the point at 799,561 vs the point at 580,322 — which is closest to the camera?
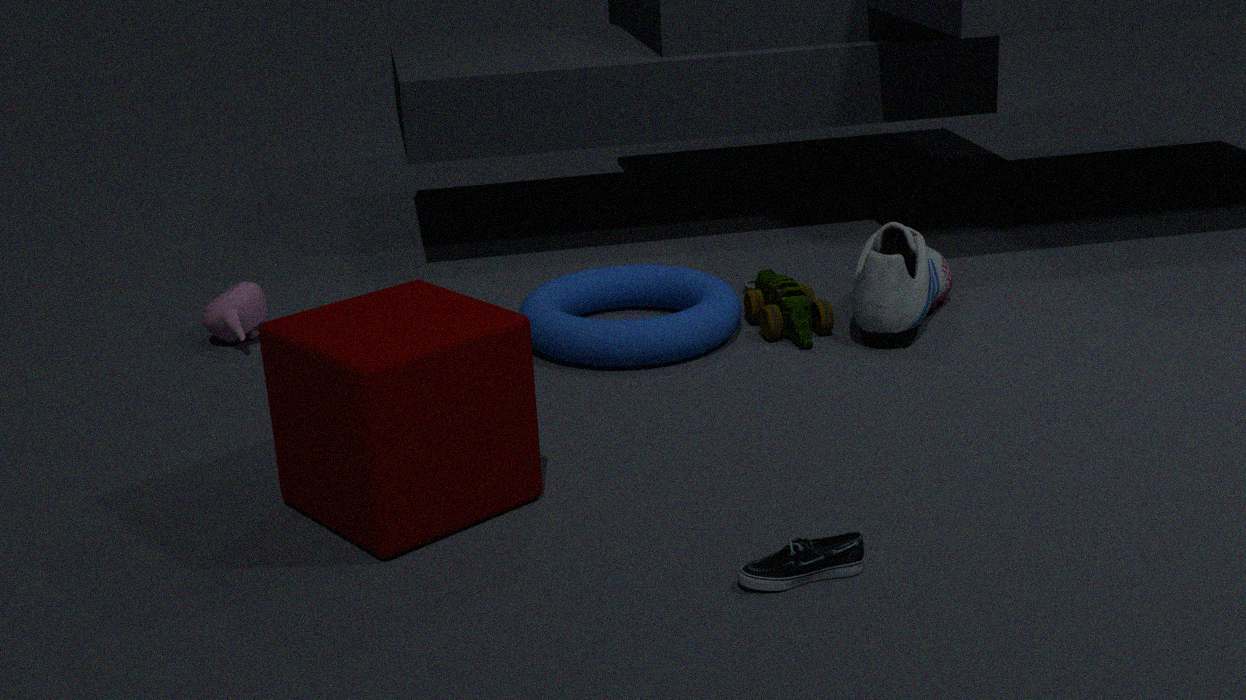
the point at 799,561
